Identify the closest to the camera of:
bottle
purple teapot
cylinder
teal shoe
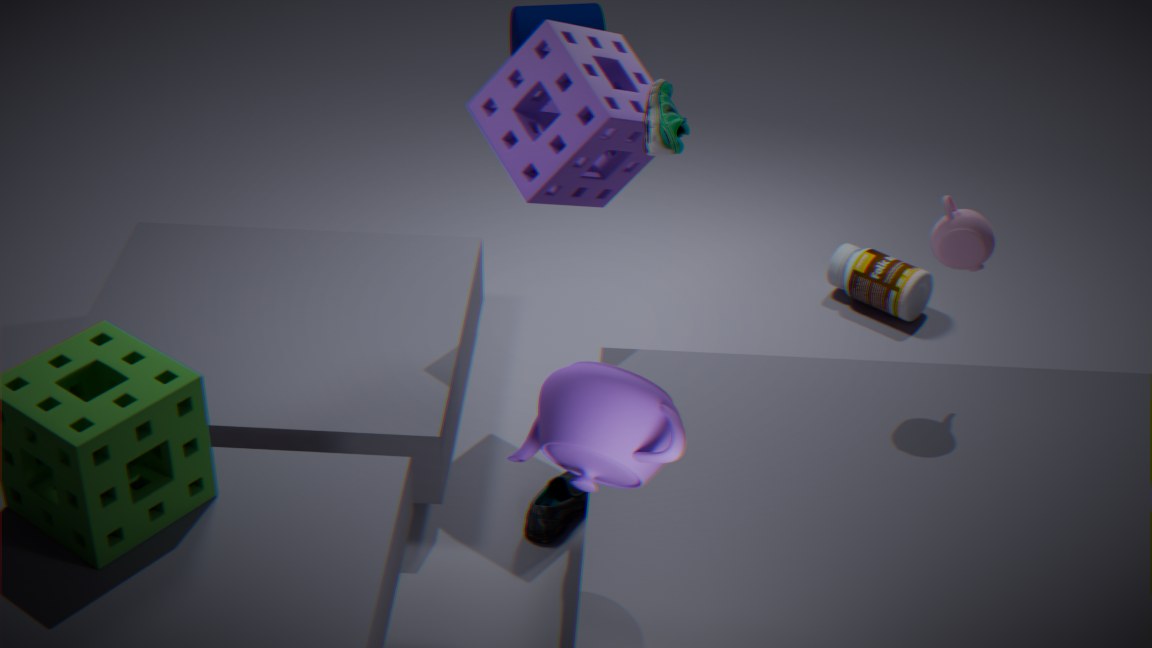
purple teapot
